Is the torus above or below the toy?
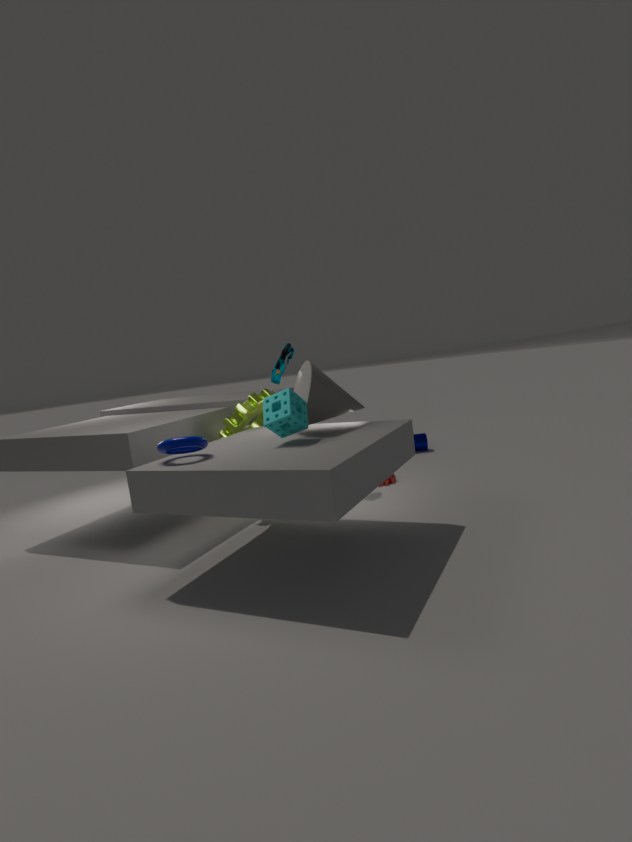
below
